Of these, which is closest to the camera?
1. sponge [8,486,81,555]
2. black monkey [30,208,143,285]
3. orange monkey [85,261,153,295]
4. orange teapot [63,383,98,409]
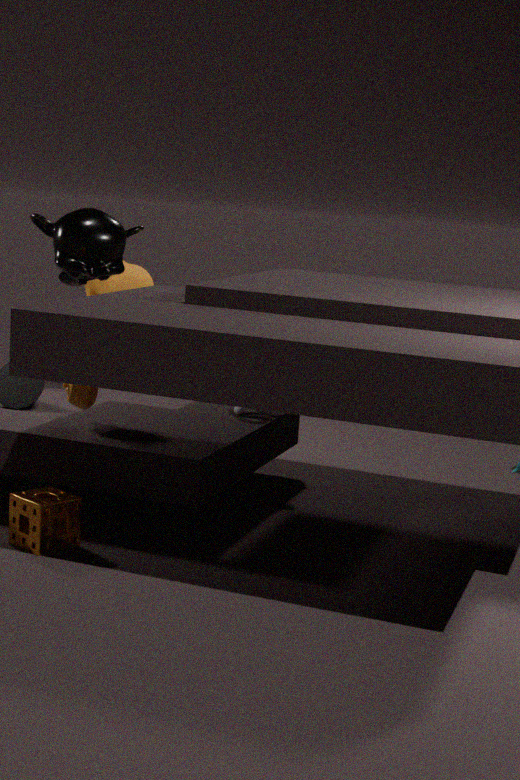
sponge [8,486,81,555]
